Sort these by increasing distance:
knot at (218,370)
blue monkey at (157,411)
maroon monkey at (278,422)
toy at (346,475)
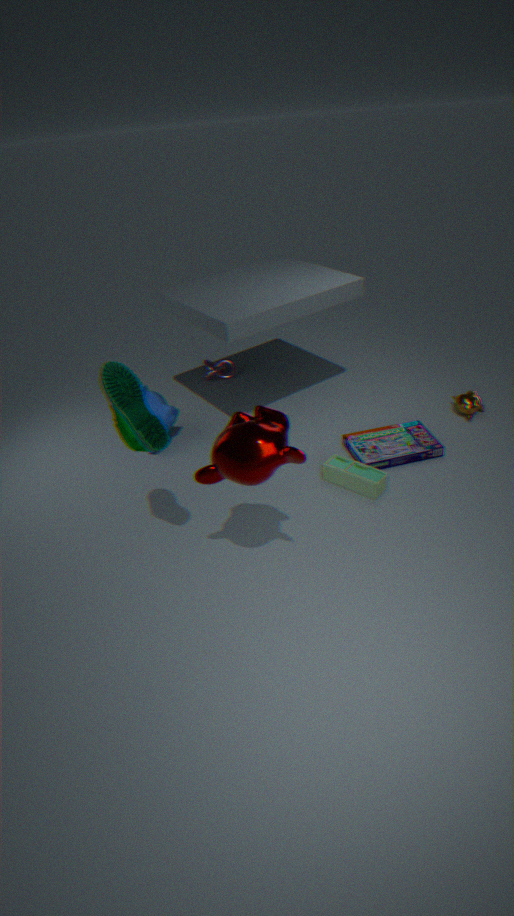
maroon monkey at (278,422) < toy at (346,475) < blue monkey at (157,411) < knot at (218,370)
